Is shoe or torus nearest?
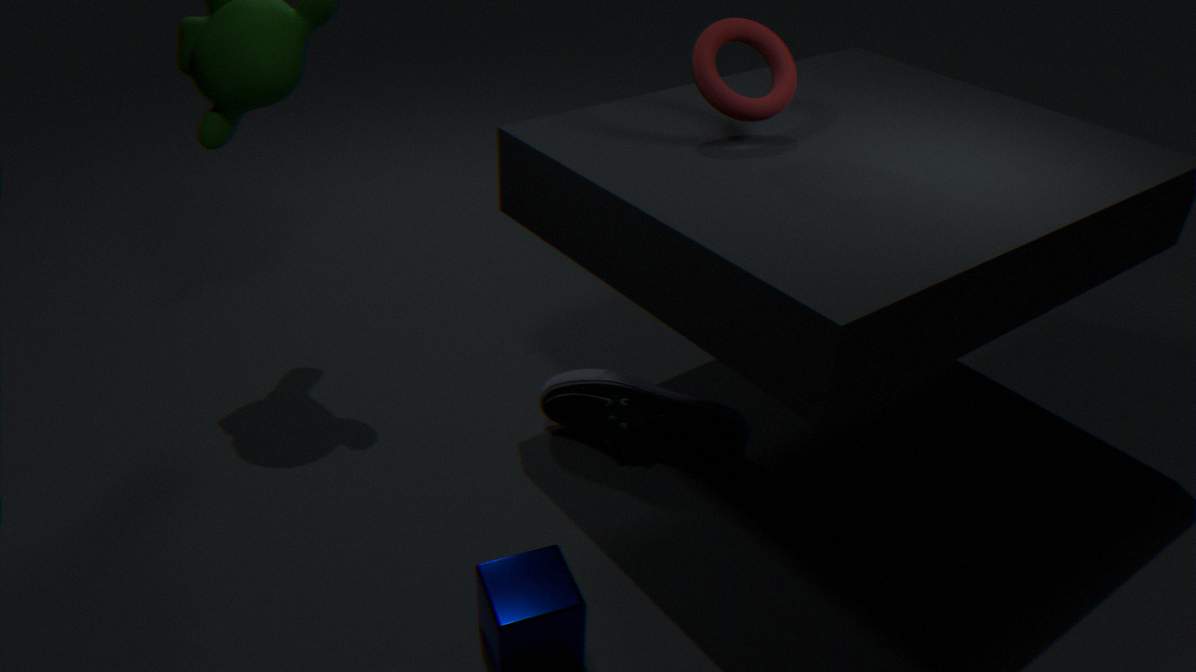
torus
